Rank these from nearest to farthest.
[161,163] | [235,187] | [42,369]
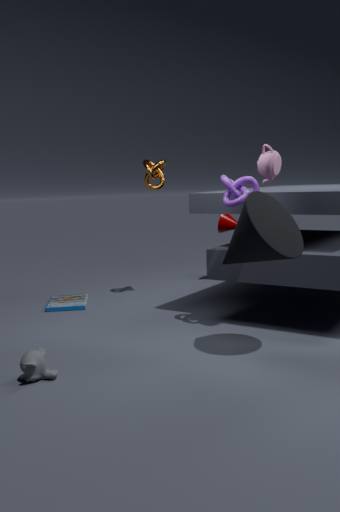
[42,369] → [235,187] → [161,163]
